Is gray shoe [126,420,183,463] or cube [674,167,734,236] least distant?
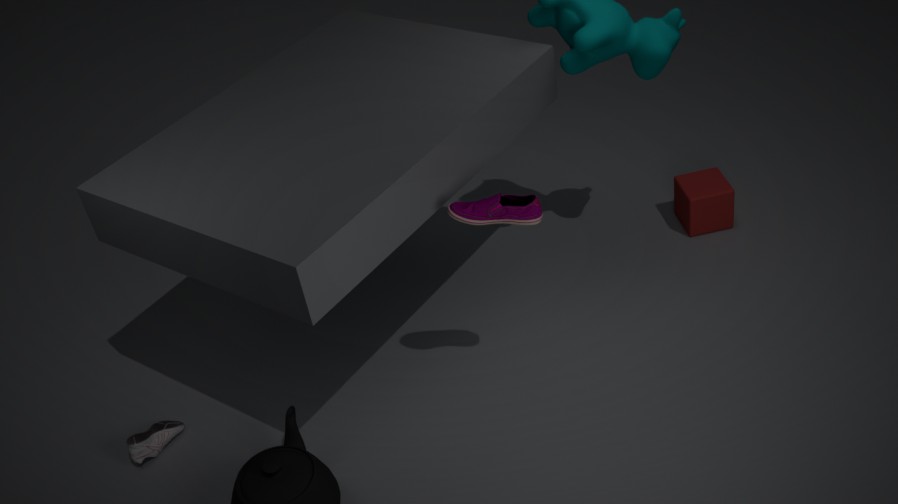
gray shoe [126,420,183,463]
